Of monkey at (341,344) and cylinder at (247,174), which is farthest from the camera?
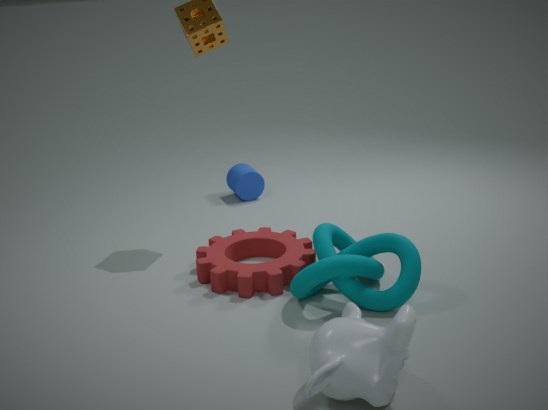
cylinder at (247,174)
